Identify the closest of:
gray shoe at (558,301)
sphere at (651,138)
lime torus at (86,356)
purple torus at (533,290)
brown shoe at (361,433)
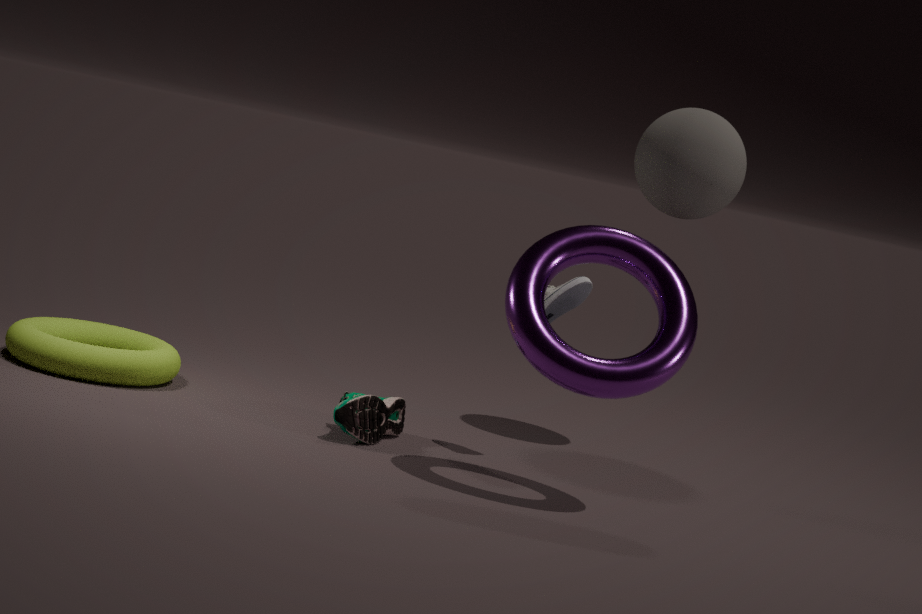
purple torus at (533,290)
